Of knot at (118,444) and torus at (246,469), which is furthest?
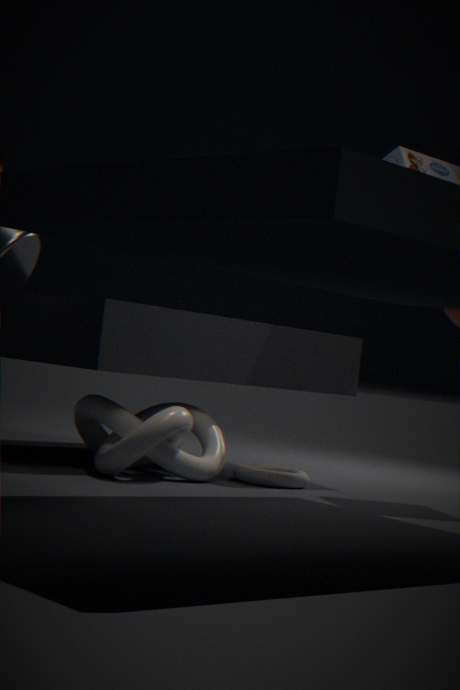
torus at (246,469)
